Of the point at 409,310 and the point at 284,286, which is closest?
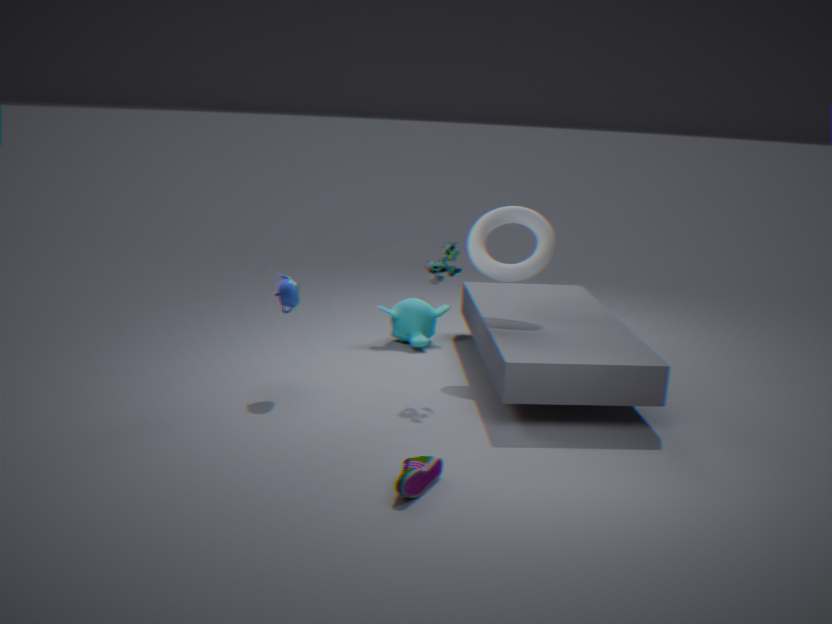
the point at 284,286
